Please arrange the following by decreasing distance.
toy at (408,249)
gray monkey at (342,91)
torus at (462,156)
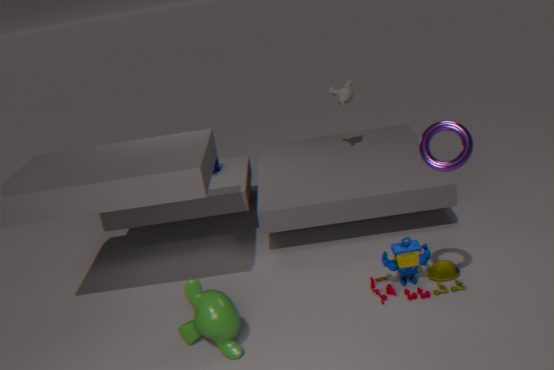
gray monkey at (342,91) < toy at (408,249) < torus at (462,156)
